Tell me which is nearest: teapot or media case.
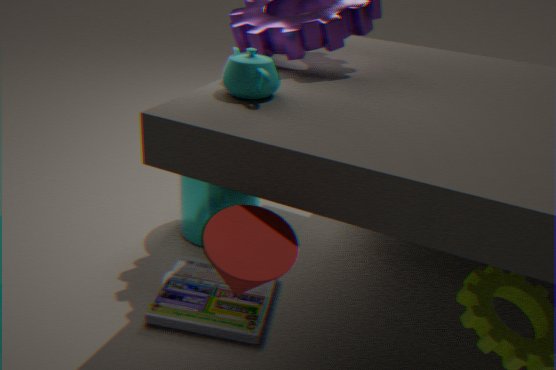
teapot
